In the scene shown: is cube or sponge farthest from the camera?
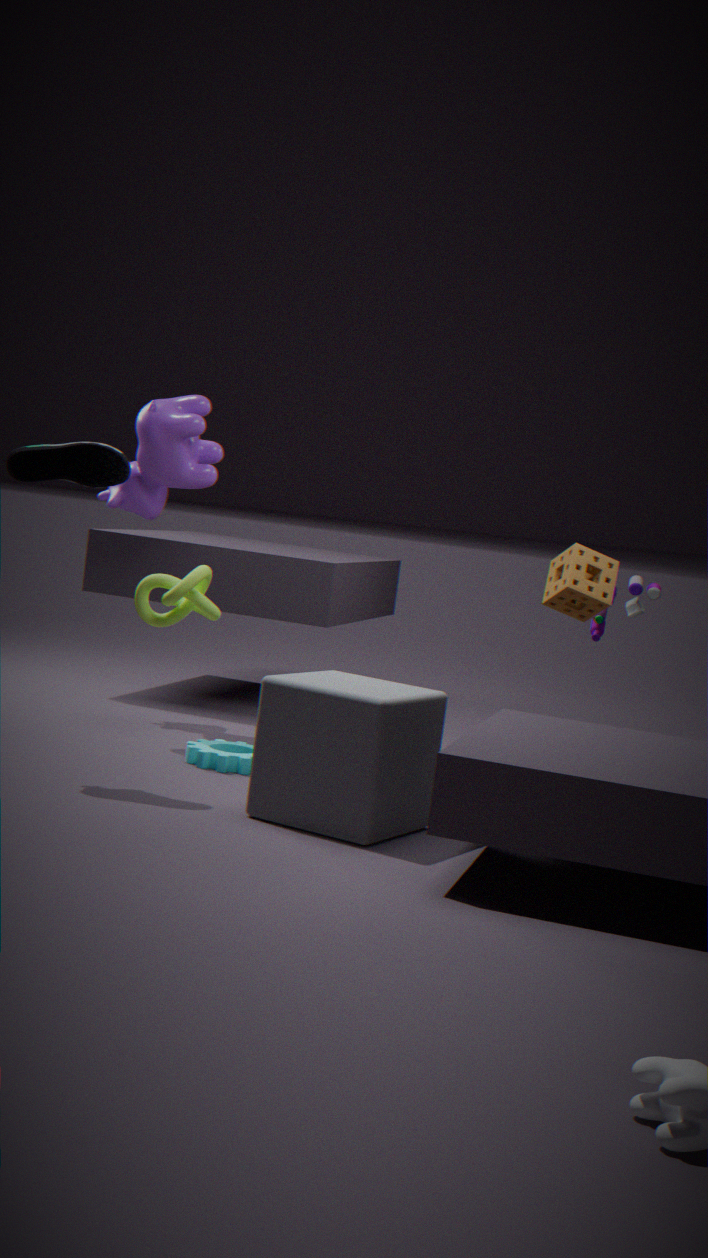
sponge
